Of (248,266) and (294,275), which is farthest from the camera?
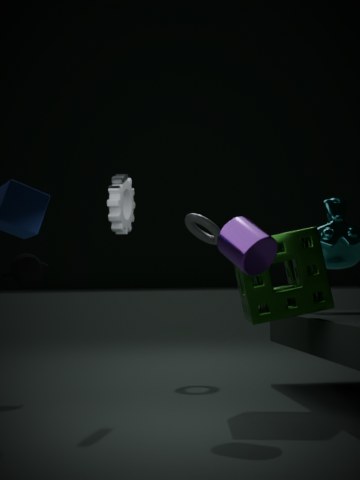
(294,275)
